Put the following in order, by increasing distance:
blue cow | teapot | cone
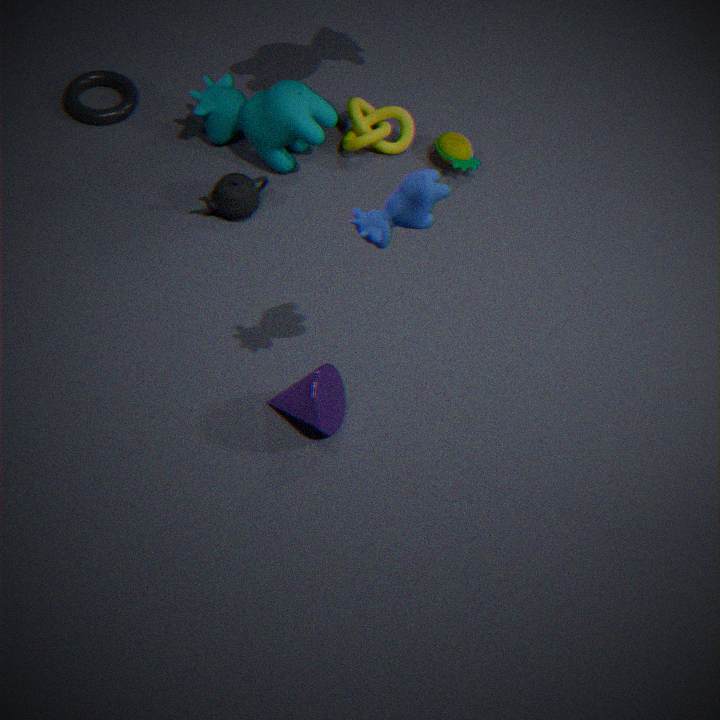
blue cow → cone → teapot
